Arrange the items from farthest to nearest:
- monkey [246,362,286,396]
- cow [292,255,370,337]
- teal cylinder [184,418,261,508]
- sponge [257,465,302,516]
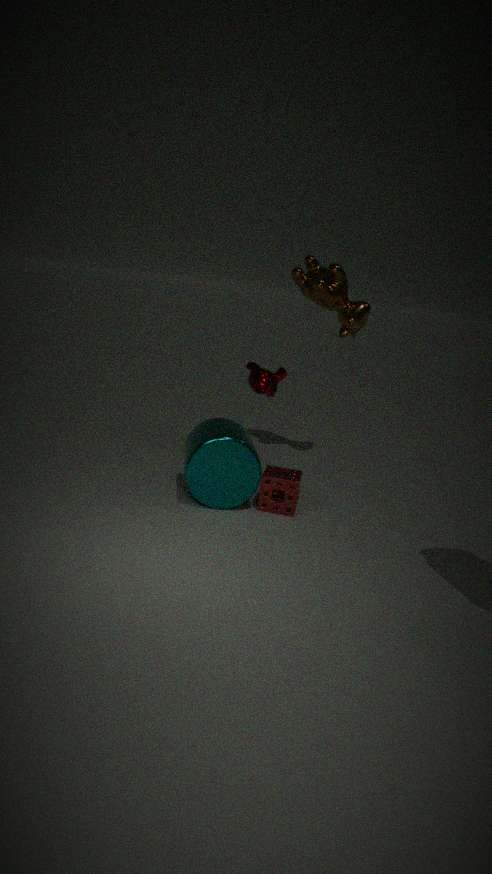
cow [292,255,370,337] → monkey [246,362,286,396] → sponge [257,465,302,516] → teal cylinder [184,418,261,508]
